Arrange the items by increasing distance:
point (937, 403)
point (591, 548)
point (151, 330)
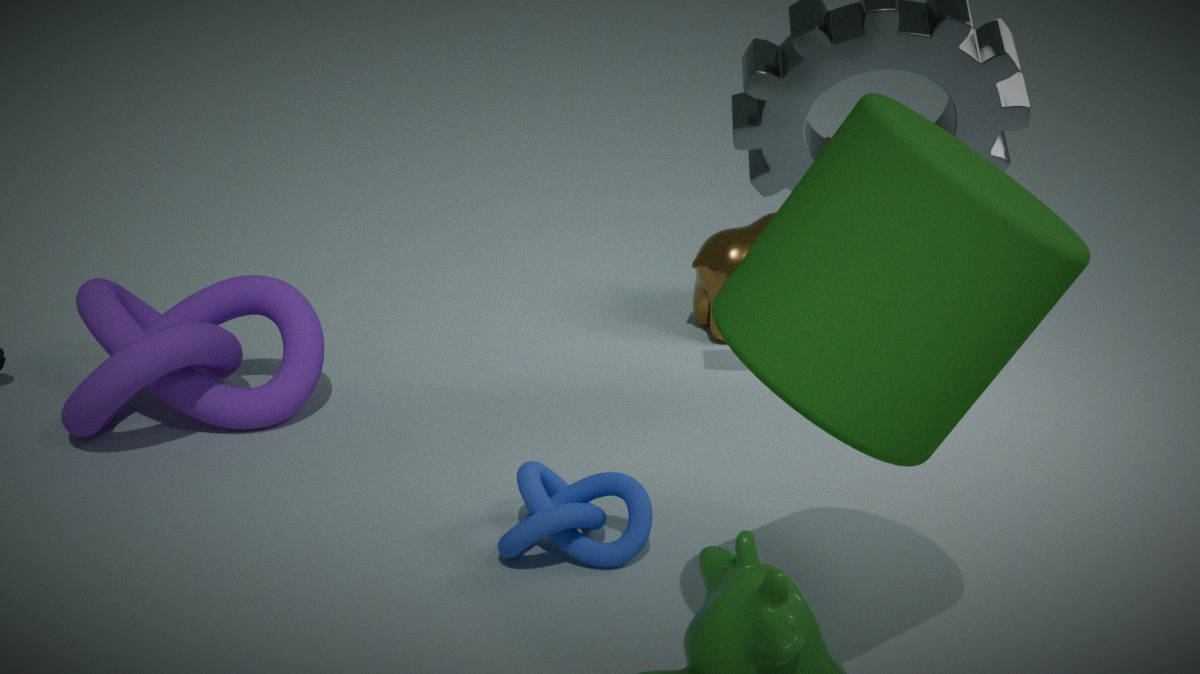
point (937, 403)
point (591, 548)
point (151, 330)
